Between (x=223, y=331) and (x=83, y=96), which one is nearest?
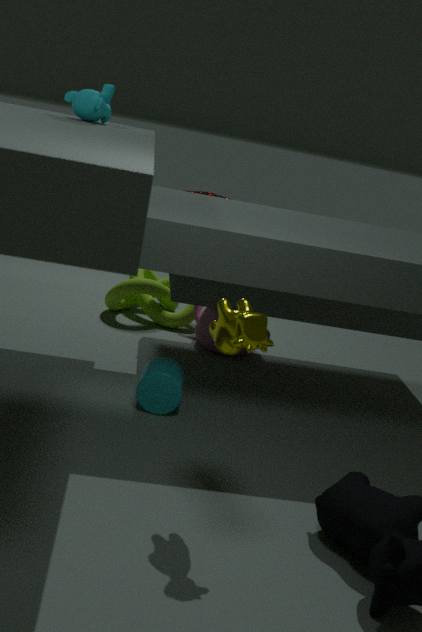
(x=223, y=331)
